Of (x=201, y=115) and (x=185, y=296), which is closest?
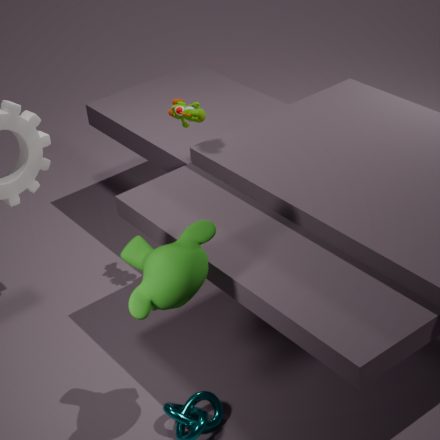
(x=185, y=296)
